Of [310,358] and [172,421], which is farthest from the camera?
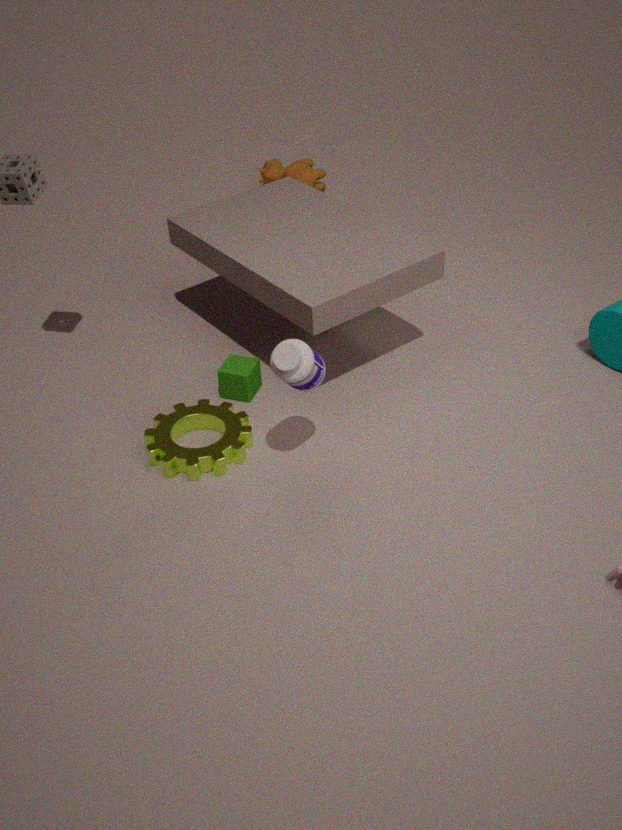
[172,421]
